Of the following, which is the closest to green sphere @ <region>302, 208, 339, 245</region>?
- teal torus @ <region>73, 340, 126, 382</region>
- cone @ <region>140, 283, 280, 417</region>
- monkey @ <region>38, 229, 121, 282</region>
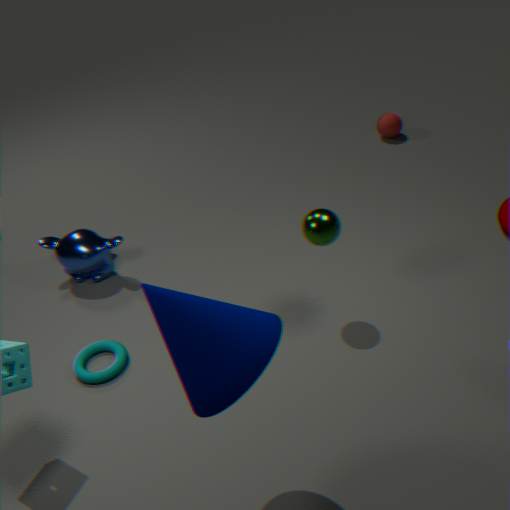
cone @ <region>140, 283, 280, 417</region>
